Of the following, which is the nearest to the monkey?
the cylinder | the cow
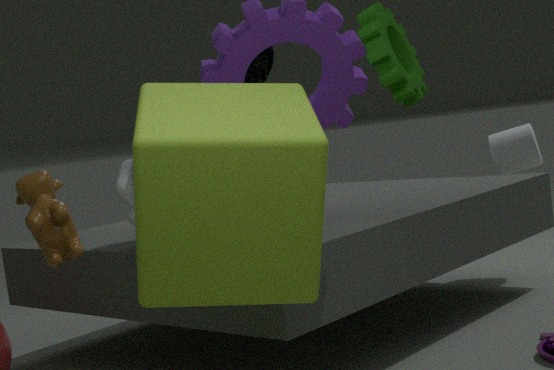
the cow
